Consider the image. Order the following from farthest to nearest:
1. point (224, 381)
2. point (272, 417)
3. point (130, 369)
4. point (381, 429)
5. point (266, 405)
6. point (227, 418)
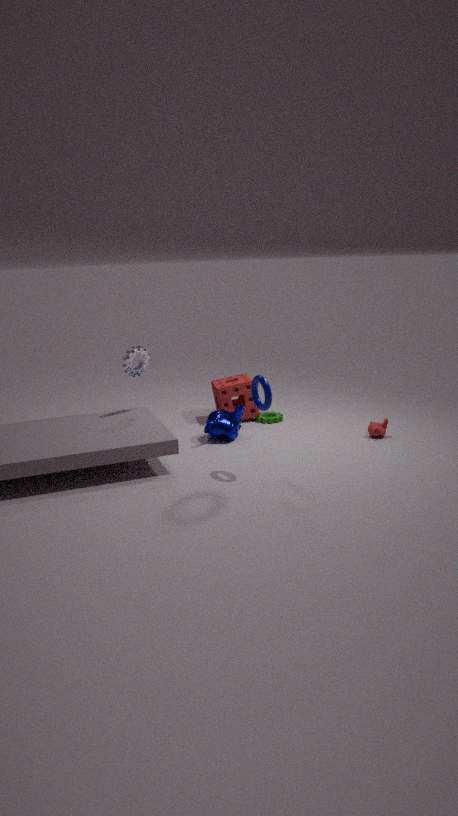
point (224, 381) < point (272, 417) < point (227, 418) < point (381, 429) < point (130, 369) < point (266, 405)
